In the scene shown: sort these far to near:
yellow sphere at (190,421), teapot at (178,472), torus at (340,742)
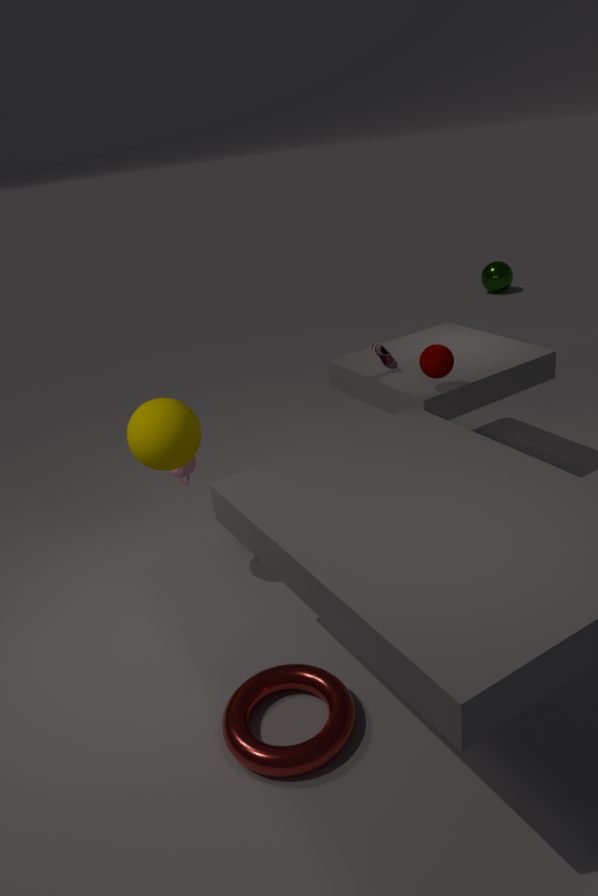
teapot at (178,472), yellow sphere at (190,421), torus at (340,742)
